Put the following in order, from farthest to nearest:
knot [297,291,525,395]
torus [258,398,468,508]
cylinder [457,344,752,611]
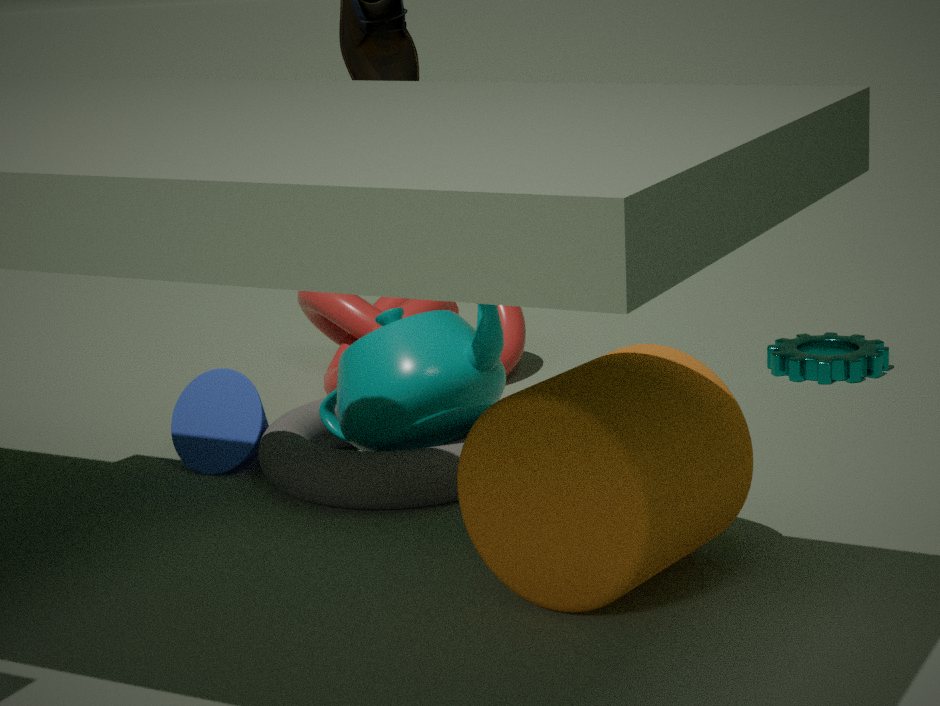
knot [297,291,525,395]
torus [258,398,468,508]
cylinder [457,344,752,611]
